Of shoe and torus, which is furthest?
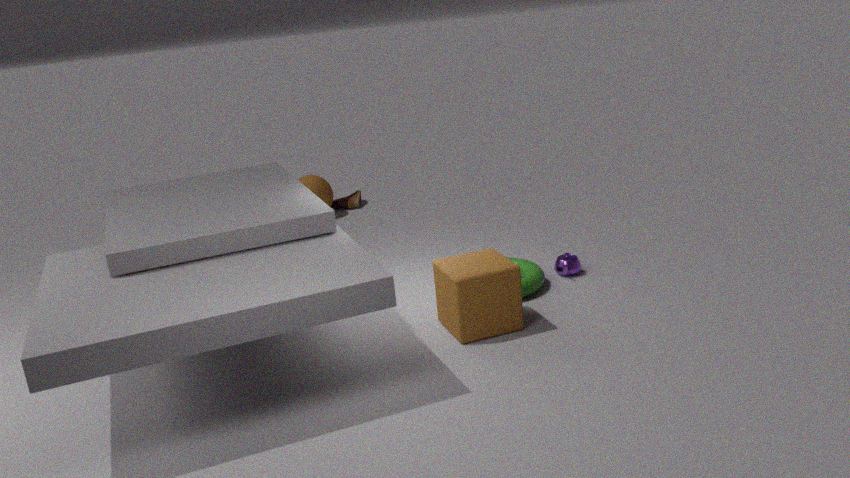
shoe
